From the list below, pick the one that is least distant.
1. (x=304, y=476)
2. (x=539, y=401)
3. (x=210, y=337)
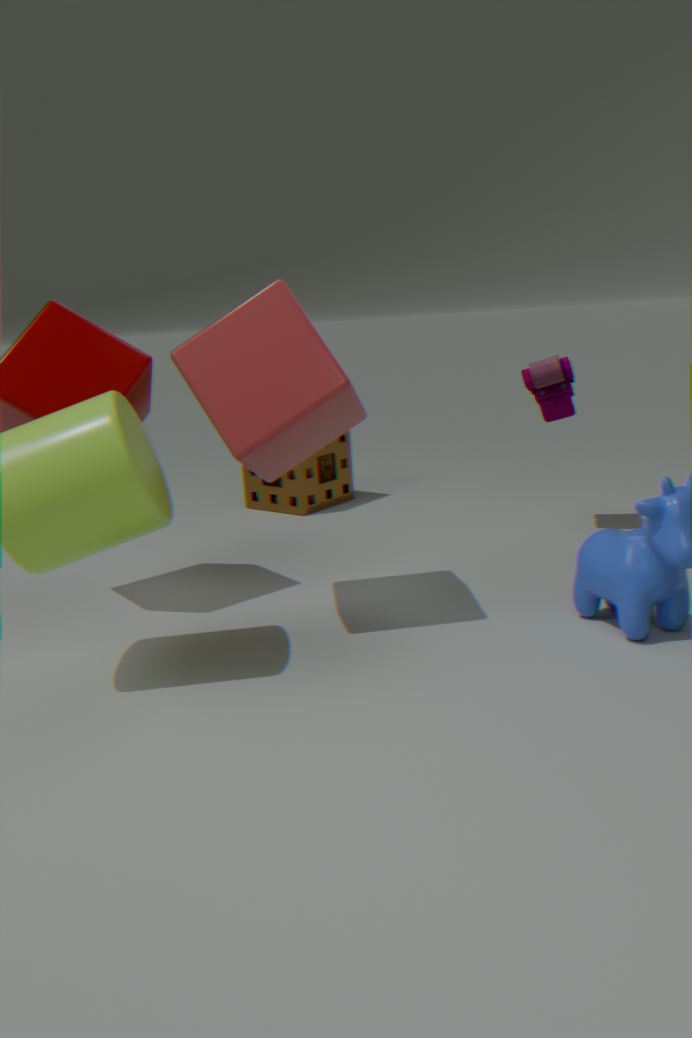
(x=210, y=337)
